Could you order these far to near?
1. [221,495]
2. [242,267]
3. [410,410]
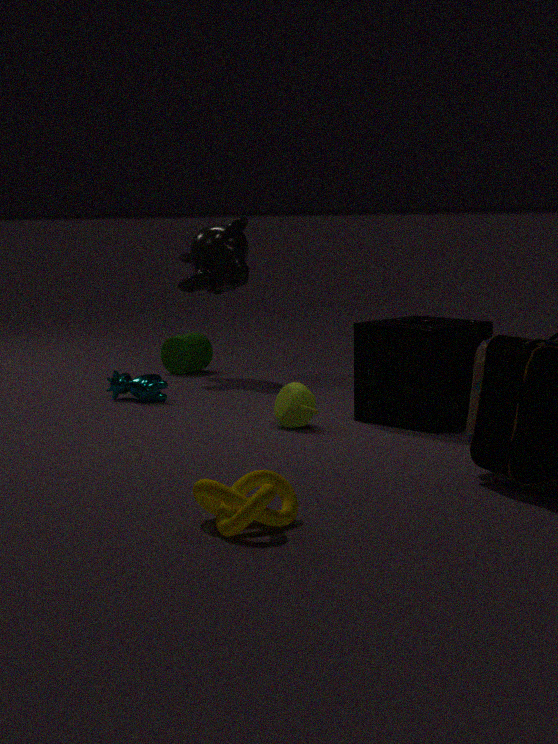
1. [242,267]
2. [410,410]
3. [221,495]
